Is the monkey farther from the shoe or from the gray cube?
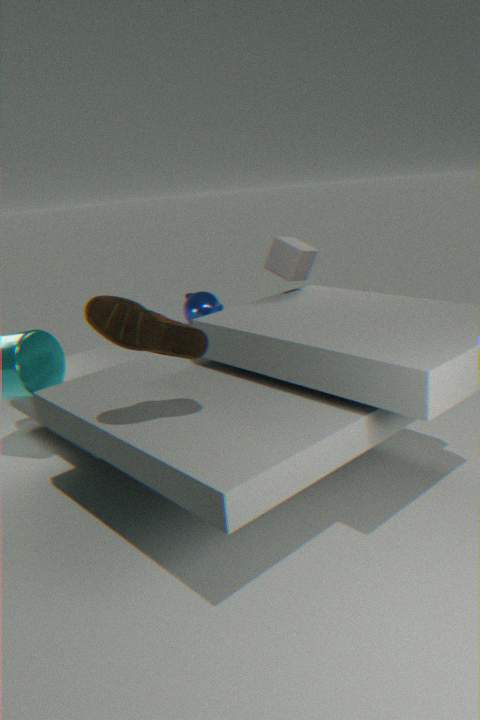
the shoe
